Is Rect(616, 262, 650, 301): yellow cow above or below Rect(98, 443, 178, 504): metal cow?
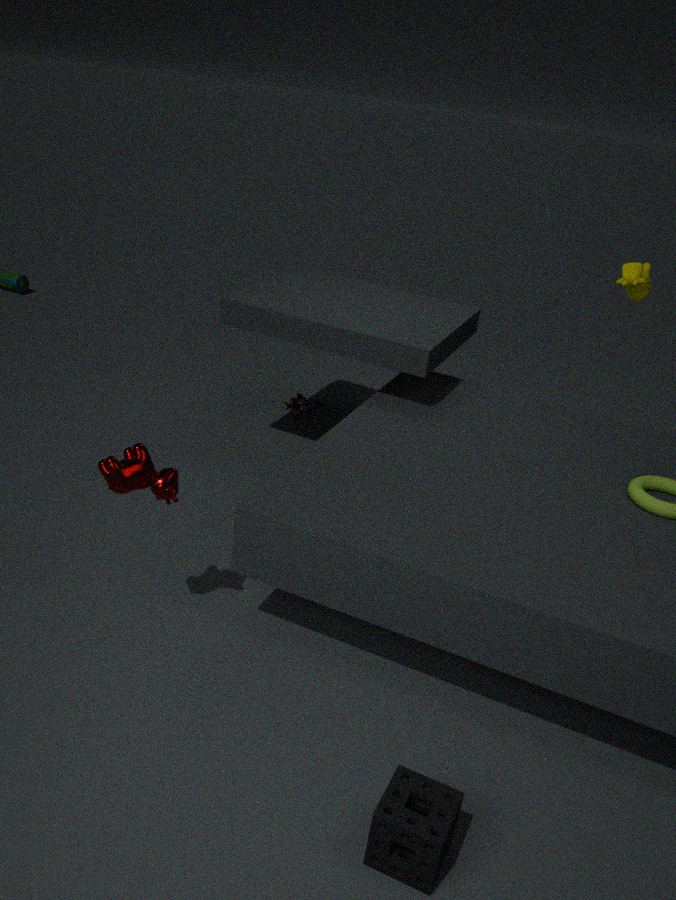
above
